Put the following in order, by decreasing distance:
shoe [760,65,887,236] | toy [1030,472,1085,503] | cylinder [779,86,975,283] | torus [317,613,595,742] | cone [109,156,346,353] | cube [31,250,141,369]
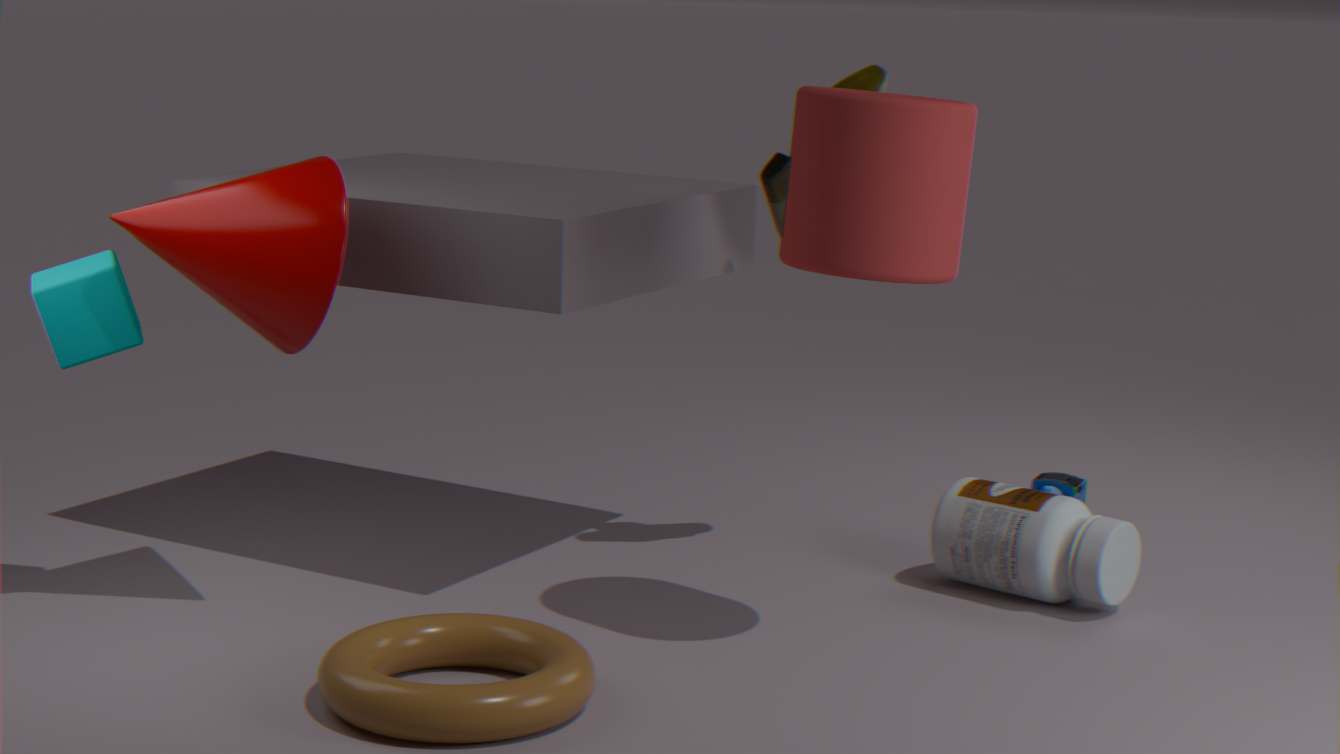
toy [1030,472,1085,503] → shoe [760,65,887,236] → cube [31,250,141,369] → cone [109,156,346,353] → cylinder [779,86,975,283] → torus [317,613,595,742]
